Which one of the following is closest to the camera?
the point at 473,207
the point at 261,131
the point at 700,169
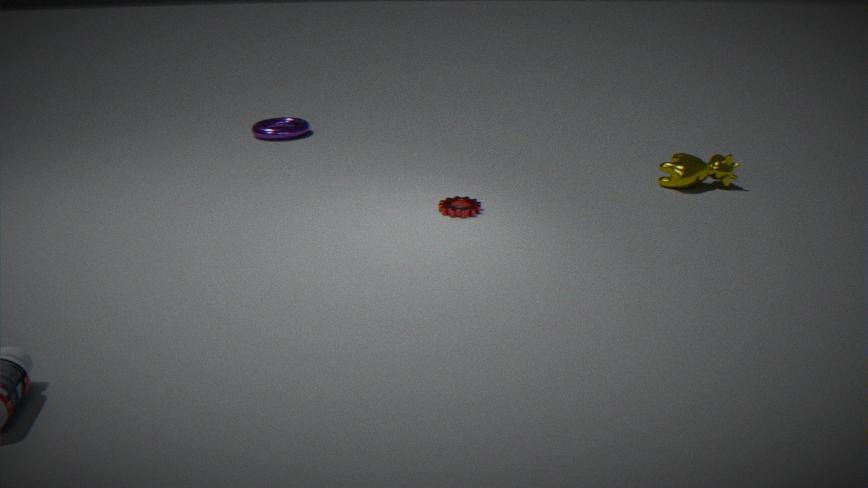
the point at 473,207
